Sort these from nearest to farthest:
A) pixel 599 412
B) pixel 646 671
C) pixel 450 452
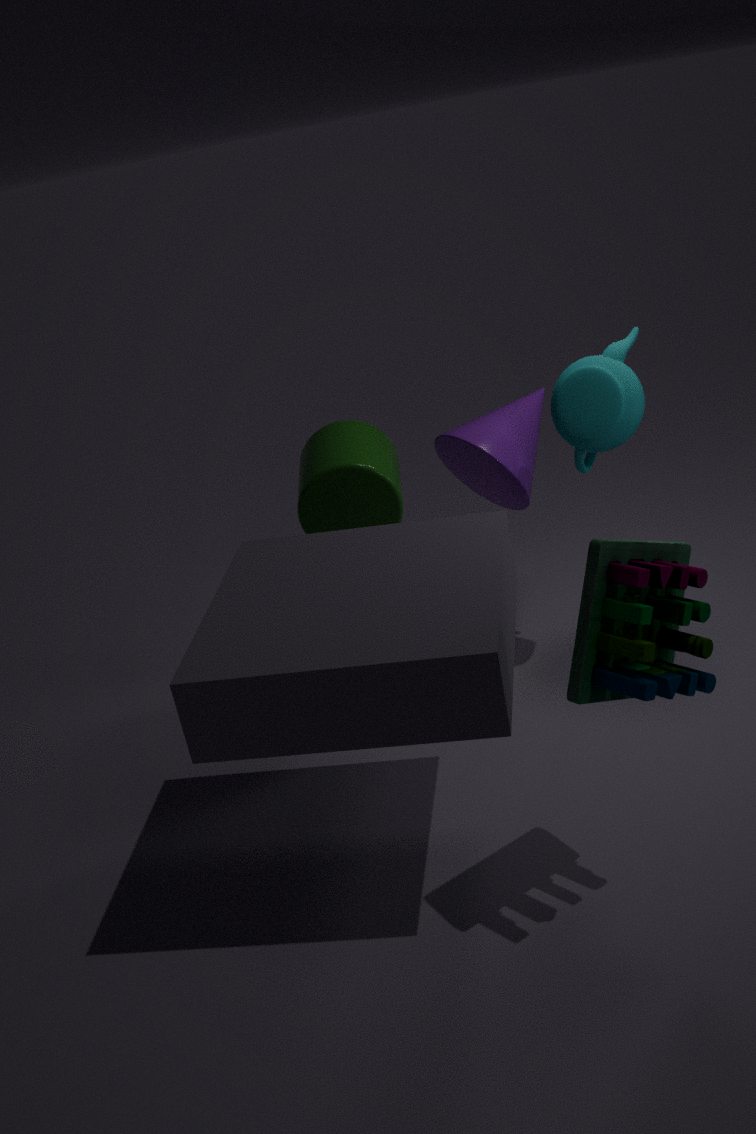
pixel 646 671 → pixel 599 412 → pixel 450 452
